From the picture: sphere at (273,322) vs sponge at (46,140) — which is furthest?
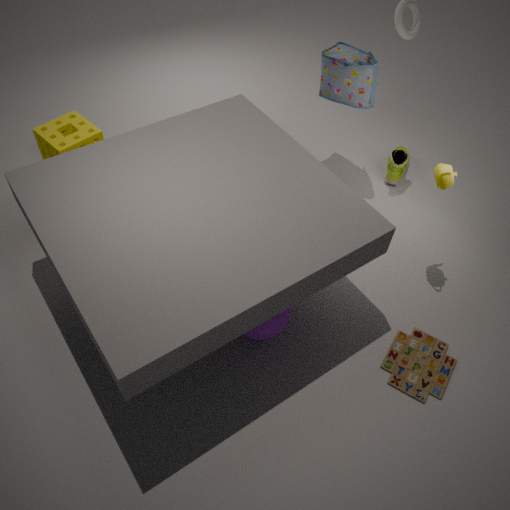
sponge at (46,140)
